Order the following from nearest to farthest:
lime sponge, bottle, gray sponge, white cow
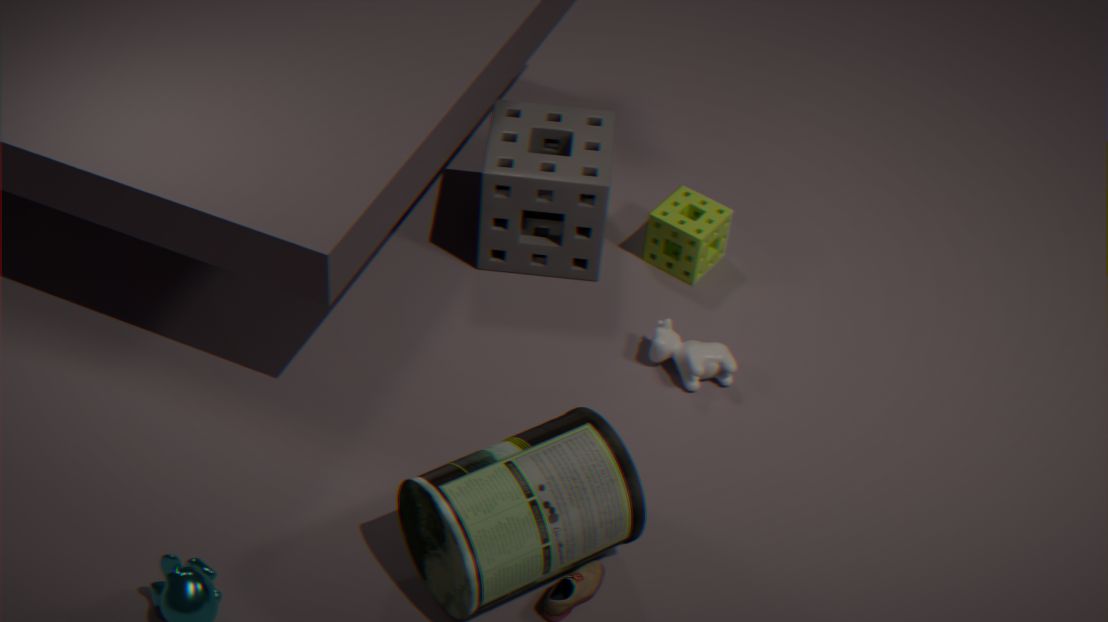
1. bottle
2. white cow
3. gray sponge
4. lime sponge
